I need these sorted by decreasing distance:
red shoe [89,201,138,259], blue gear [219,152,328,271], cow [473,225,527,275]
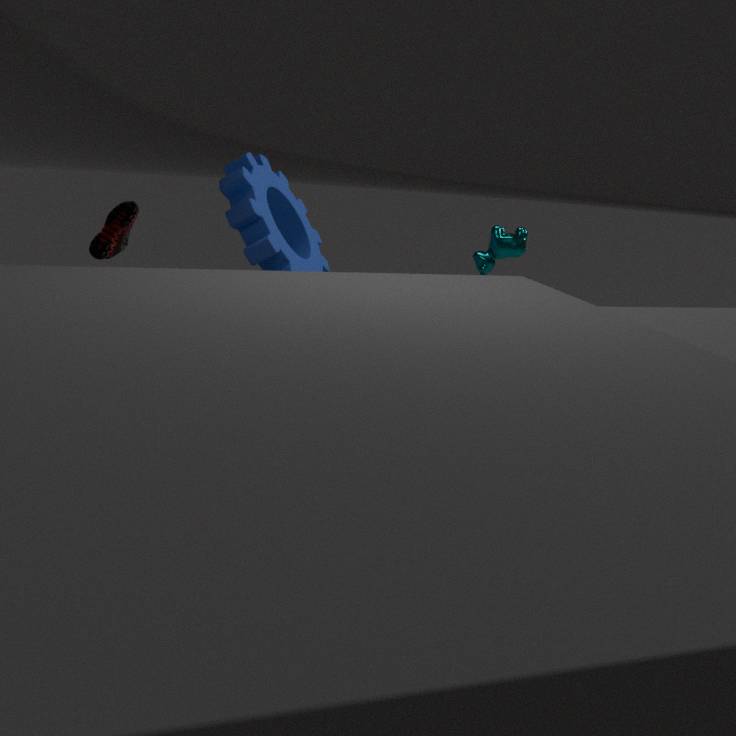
cow [473,225,527,275] < blue gear [219,152,328,271] < red shoe [89,201,138,259]
